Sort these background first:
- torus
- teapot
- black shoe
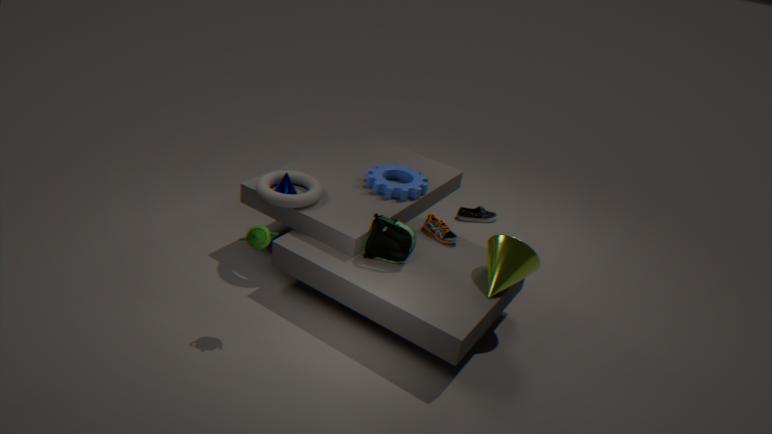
black shoe → torus → teapot
